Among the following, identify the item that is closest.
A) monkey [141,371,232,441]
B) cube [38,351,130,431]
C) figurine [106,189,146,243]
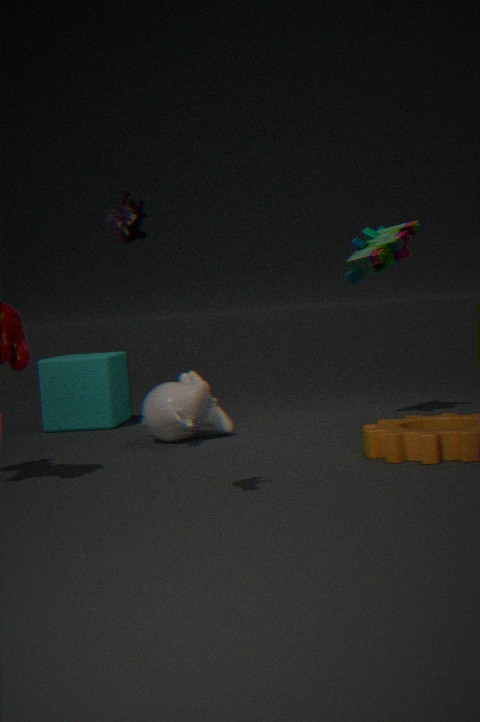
figurine [106,189,146,243]
